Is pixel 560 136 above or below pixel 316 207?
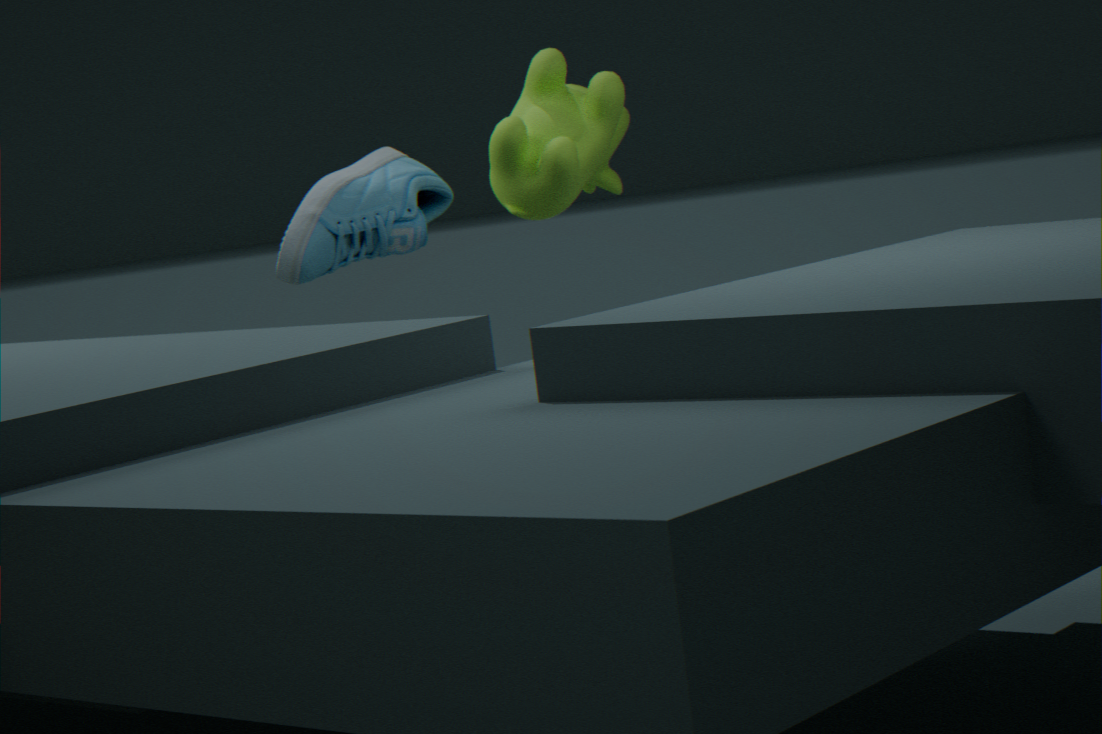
above
